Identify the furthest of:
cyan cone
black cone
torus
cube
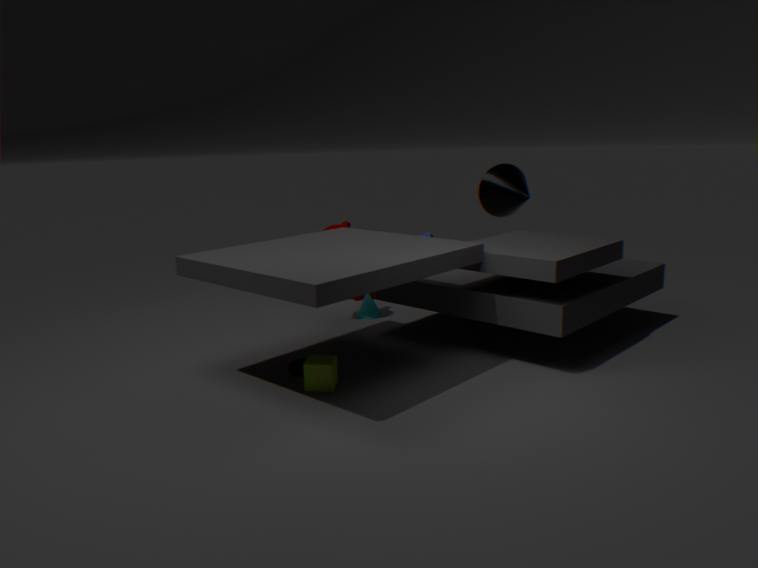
cyan cone
